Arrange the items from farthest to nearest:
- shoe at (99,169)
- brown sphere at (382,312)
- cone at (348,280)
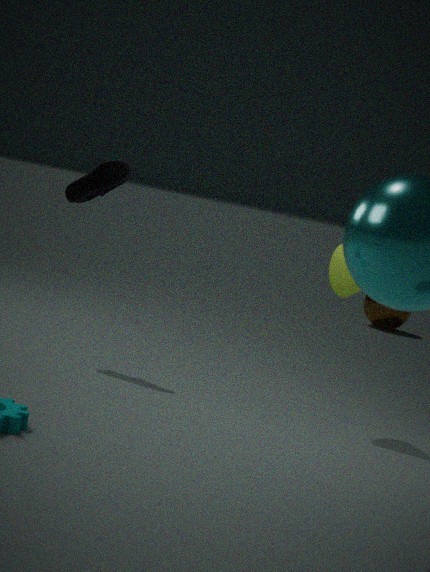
brown sphere at (382,312) < shoe at (99,169) < cone at (348,280)
